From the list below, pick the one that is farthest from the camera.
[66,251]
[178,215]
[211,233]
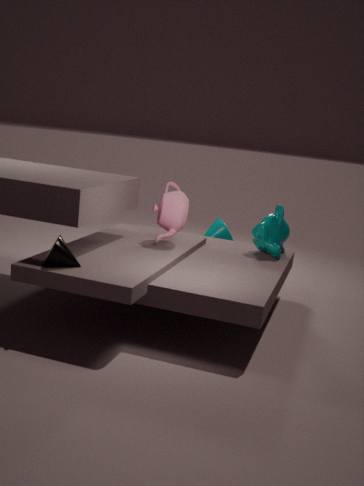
[211,233]
